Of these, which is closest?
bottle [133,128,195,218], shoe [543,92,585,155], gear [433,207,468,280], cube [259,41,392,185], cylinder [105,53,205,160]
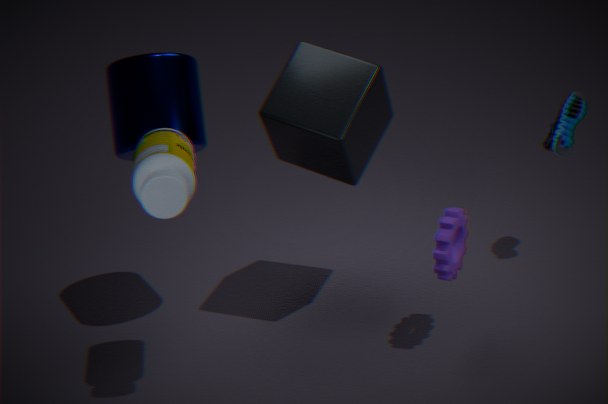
bottle [133,128,195,218]
